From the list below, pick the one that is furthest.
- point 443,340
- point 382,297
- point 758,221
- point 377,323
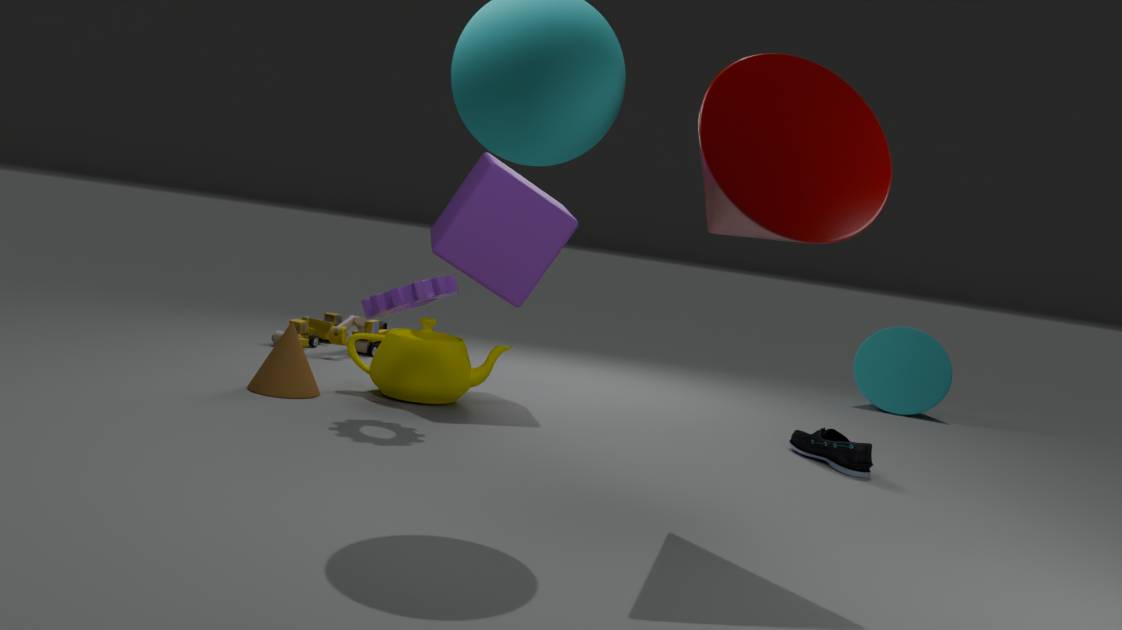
point 377,323
